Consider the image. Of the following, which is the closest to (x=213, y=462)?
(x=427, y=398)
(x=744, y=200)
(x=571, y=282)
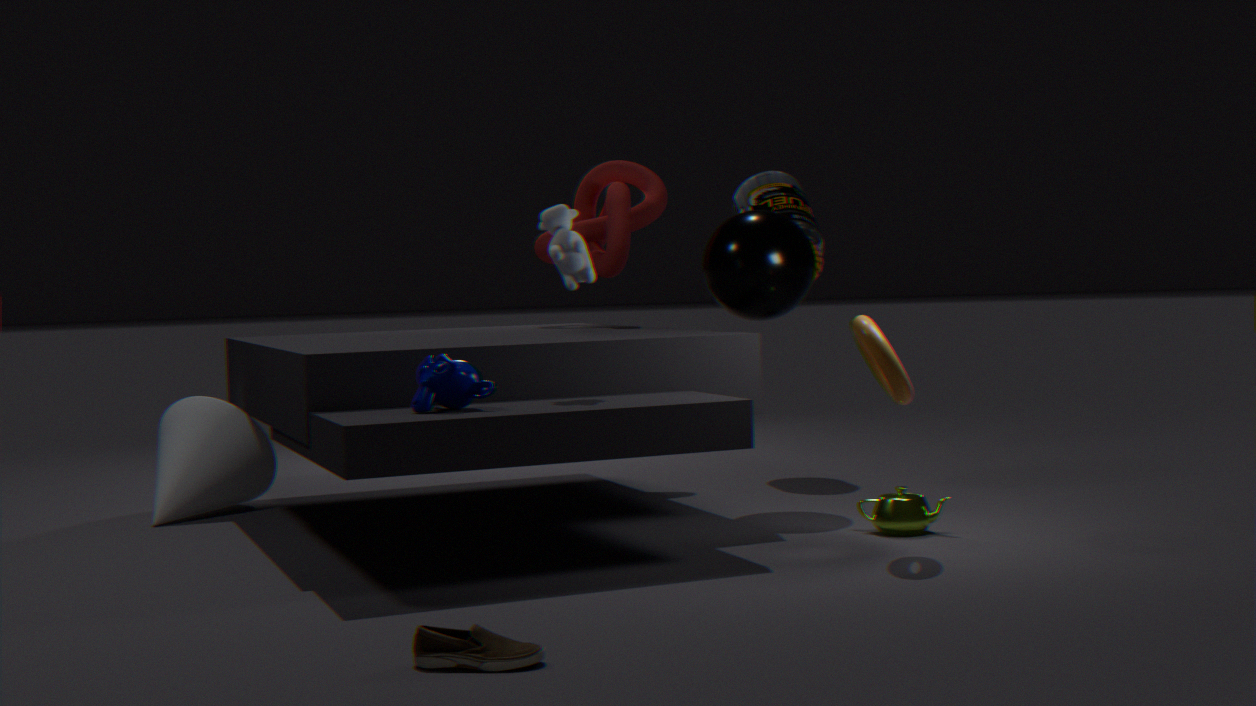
(x=427, y=398)
